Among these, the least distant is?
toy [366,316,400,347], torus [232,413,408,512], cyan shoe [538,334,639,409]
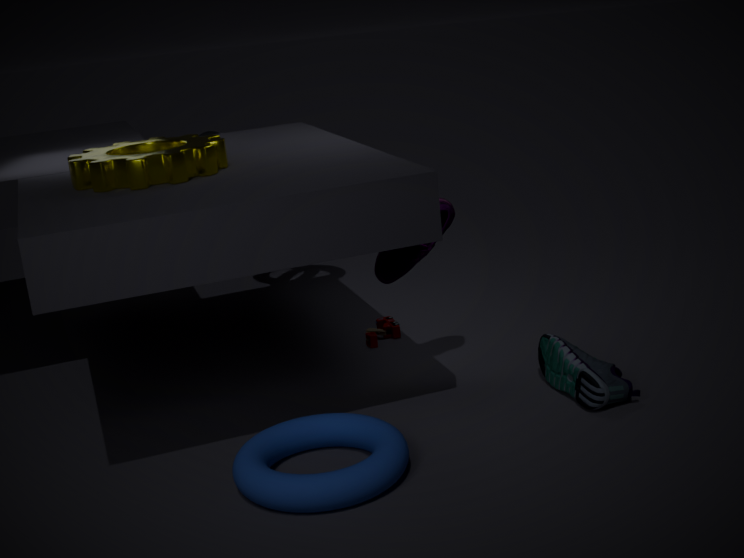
torus [232,413,408,512]
